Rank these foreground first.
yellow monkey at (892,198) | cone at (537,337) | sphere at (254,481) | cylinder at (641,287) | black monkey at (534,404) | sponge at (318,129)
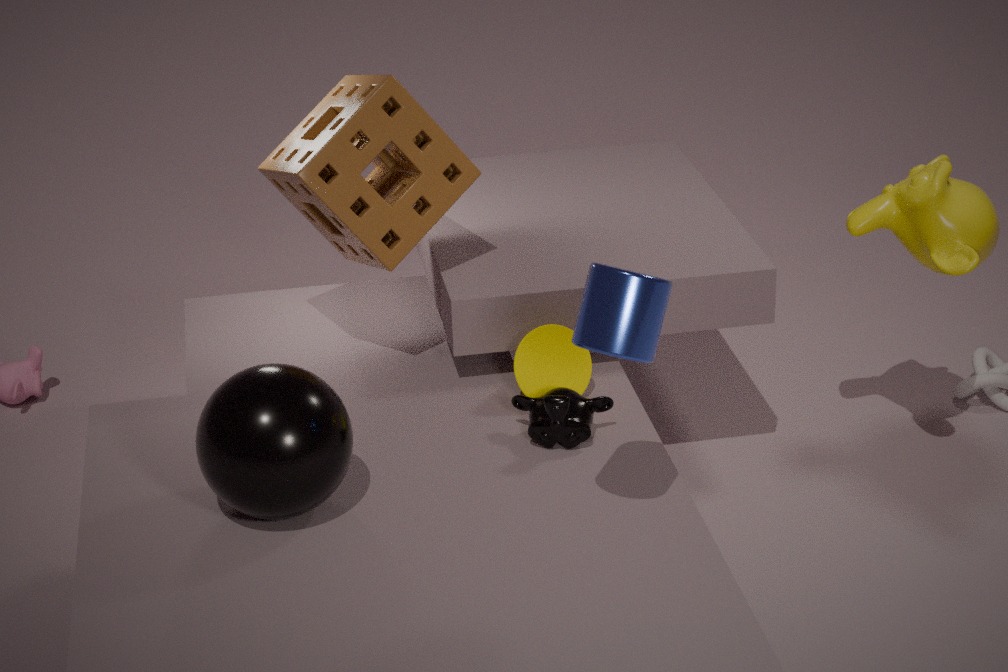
cylinder at (641,287), sphere at (254,481), black monkey at (534,404), sponge at (318,129), cone at (537,337), yellow monkey at (892,198)
